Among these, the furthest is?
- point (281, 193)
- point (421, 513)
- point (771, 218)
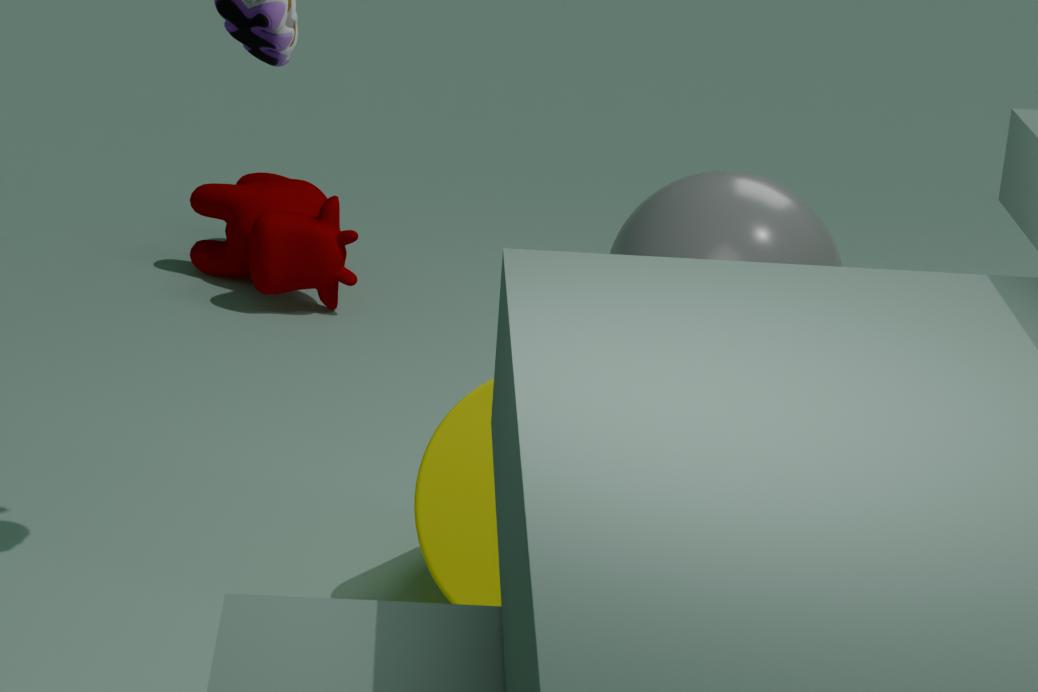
point (281, 193)
